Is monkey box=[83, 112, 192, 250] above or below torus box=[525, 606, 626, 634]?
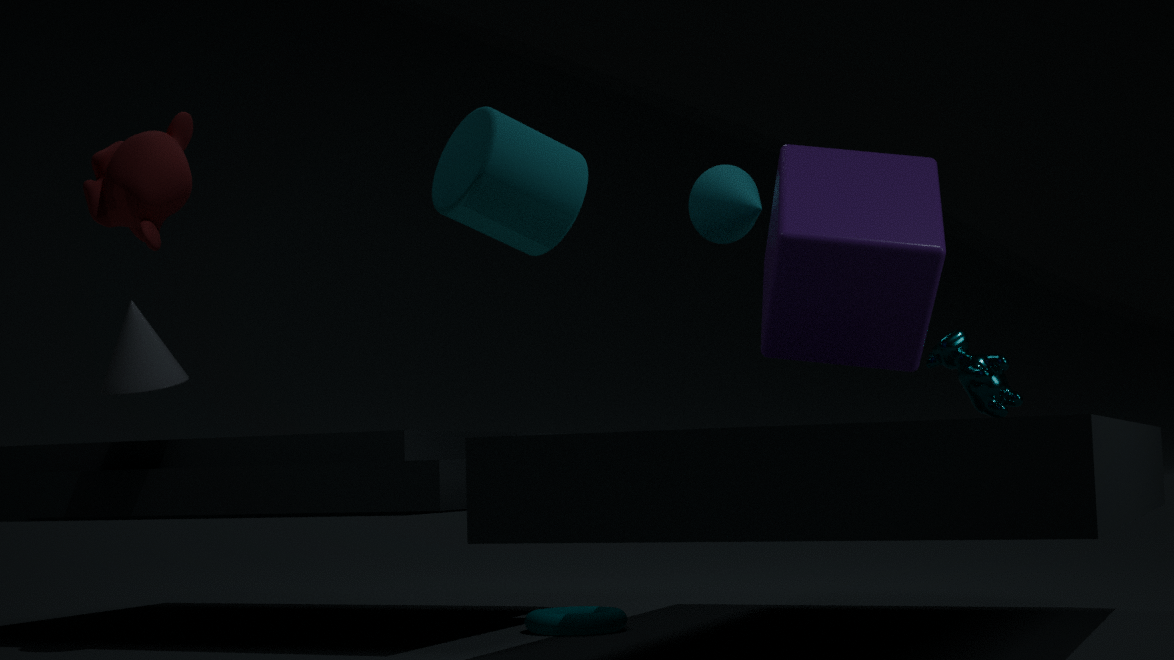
above
